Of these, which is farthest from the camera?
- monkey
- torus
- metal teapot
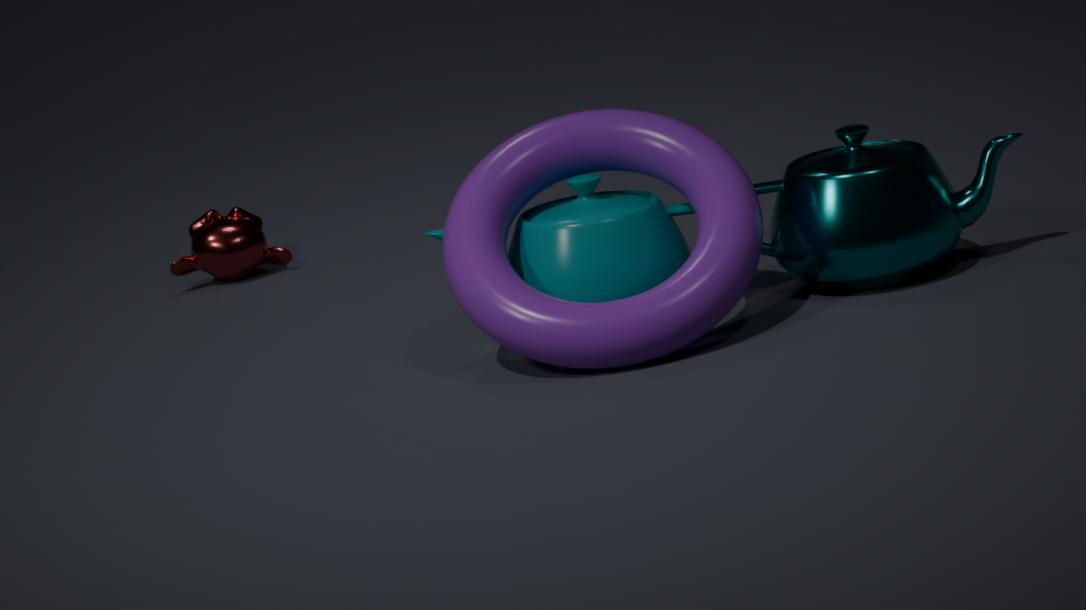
monkey
